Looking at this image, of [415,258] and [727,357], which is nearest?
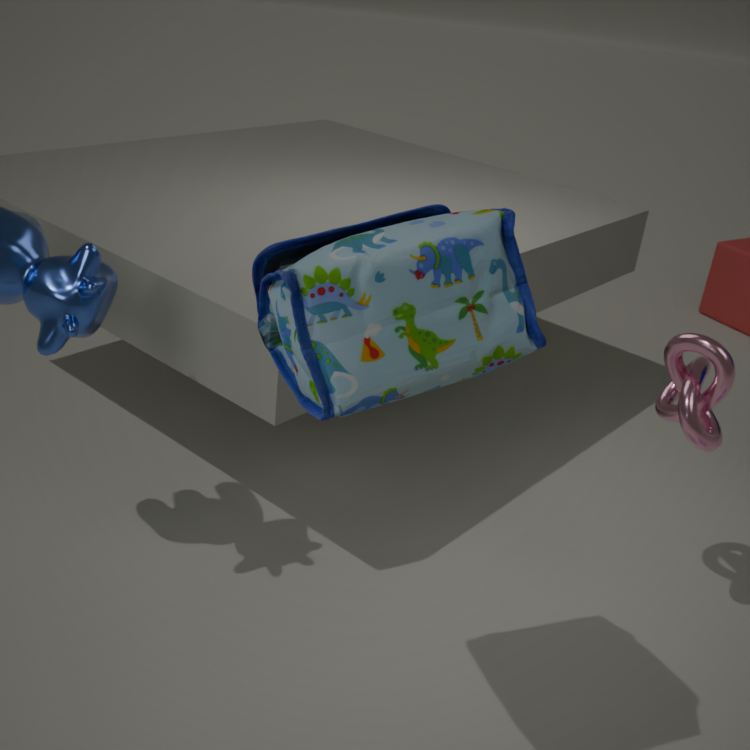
[415,258]
